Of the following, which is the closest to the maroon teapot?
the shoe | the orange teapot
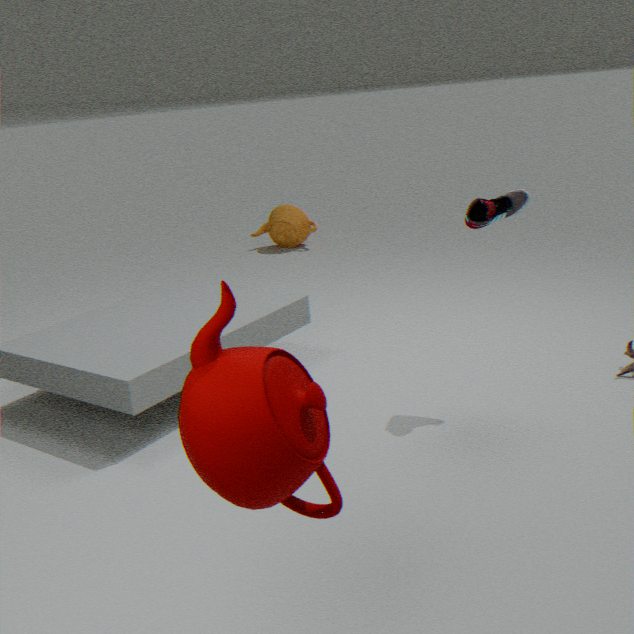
the shoe
